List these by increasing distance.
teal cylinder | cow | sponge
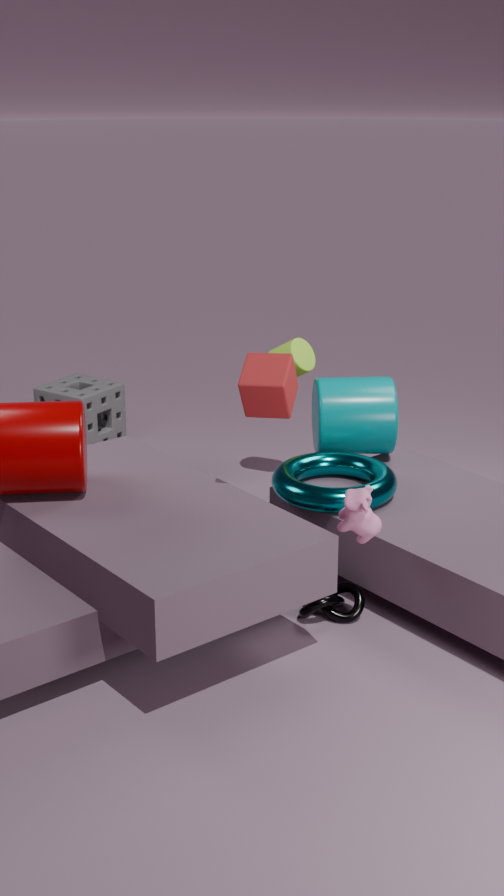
cow < teal cylinder < sponge
